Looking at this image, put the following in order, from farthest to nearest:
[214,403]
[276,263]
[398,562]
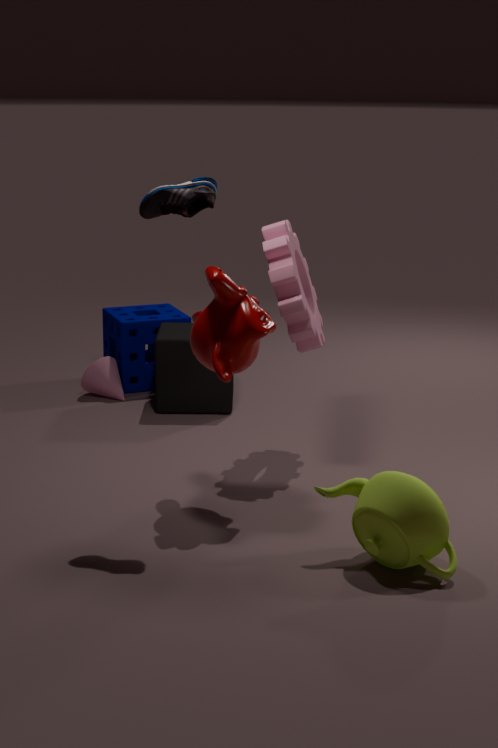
[214,403]
[276,263]
[398,562]
